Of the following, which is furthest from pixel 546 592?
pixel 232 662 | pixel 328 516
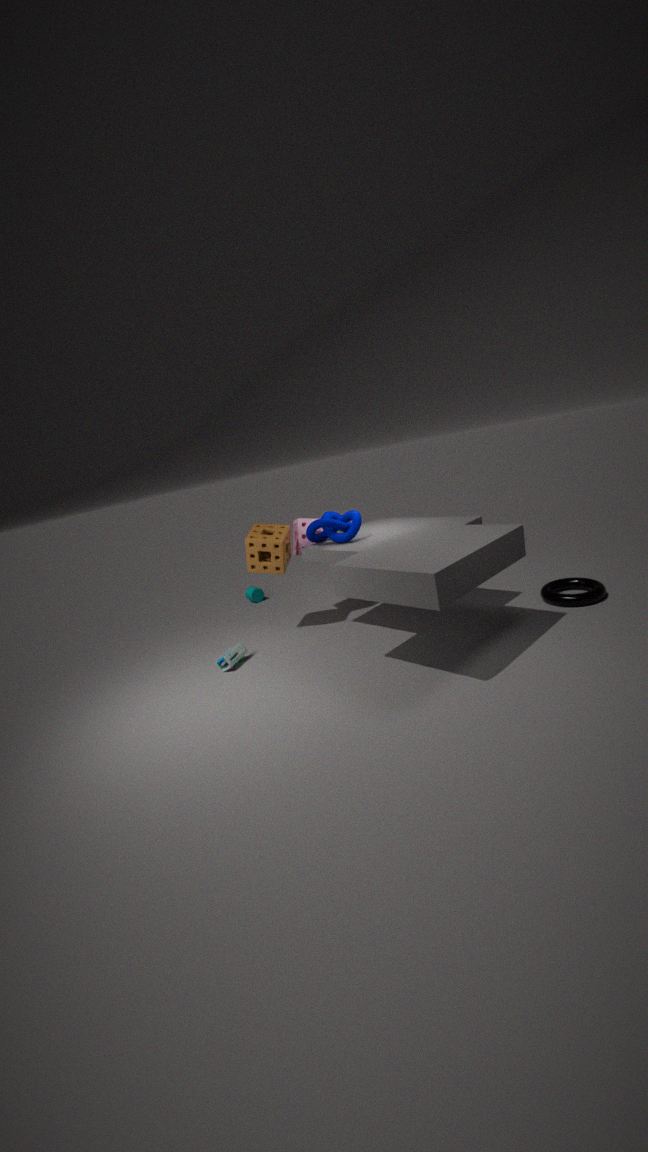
pixel 232 662
